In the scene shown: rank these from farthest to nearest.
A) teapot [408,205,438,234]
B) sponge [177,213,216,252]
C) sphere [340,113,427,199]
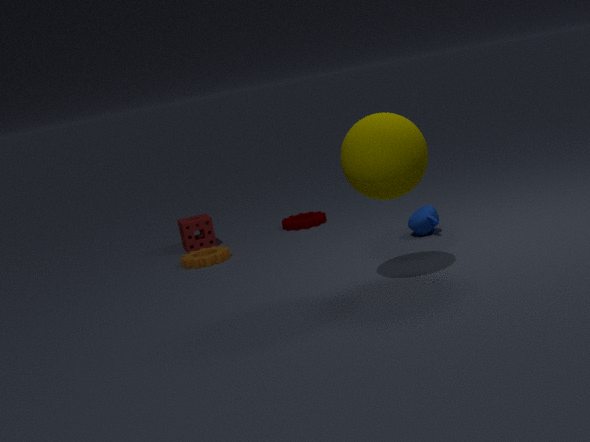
1. sponge [177,213,216,252]
2. teapot [408,205,438,234]
3. sphere [340,113,427,199]
